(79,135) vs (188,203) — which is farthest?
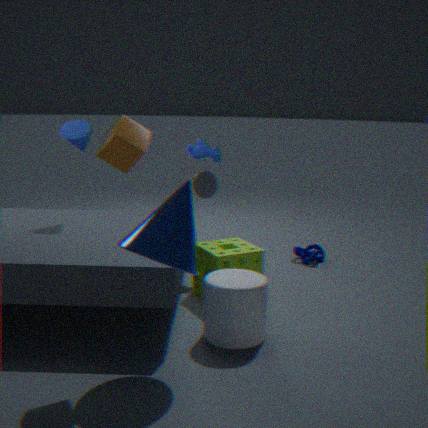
(79,135)
